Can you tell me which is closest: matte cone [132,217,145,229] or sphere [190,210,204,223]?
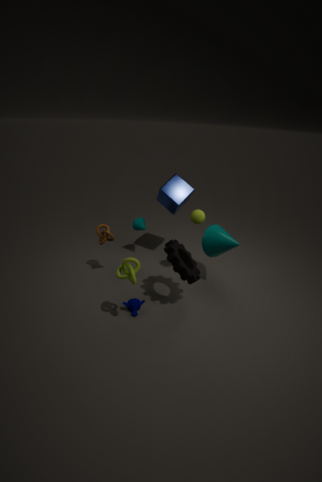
sphere [190,210,204,223]
